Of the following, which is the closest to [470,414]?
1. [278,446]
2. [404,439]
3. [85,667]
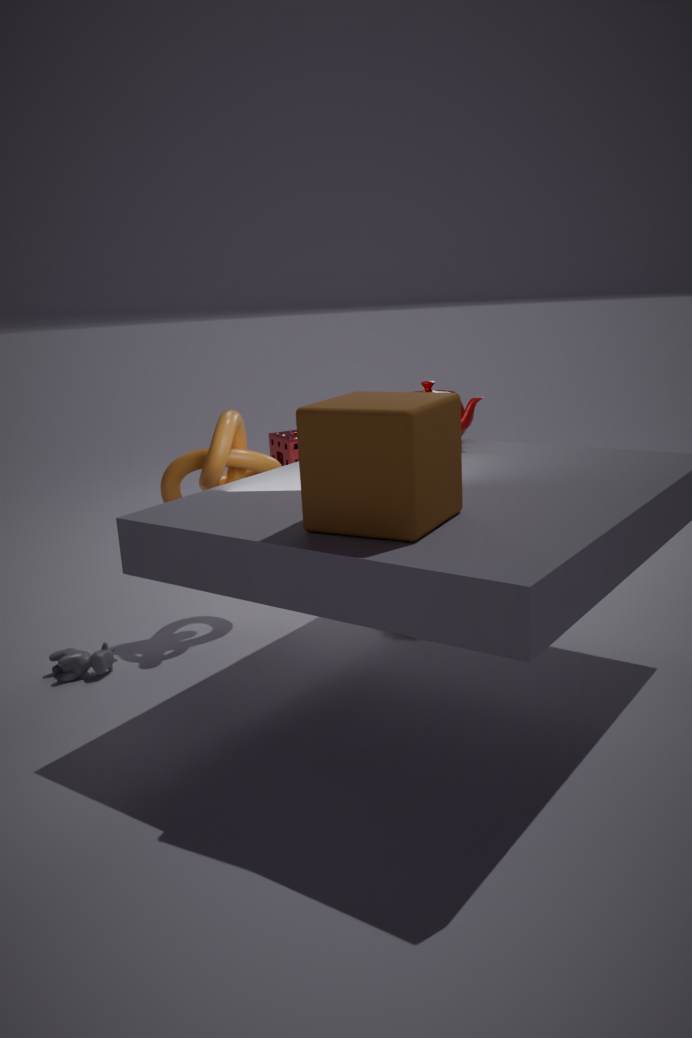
[404,439]
